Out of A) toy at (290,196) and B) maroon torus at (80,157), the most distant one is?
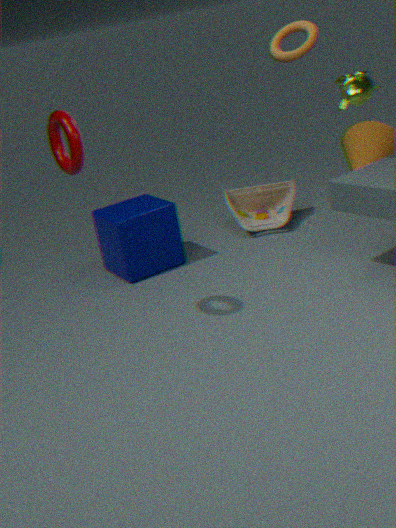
A. toy at (290,196)
